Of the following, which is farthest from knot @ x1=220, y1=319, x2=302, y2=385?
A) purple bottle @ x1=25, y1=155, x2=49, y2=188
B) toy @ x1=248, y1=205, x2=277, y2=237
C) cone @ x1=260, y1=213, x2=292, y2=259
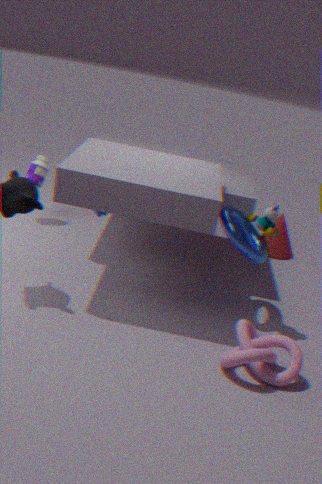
purple bottle @ x1=25, y1=155, x2=49, y2=188
